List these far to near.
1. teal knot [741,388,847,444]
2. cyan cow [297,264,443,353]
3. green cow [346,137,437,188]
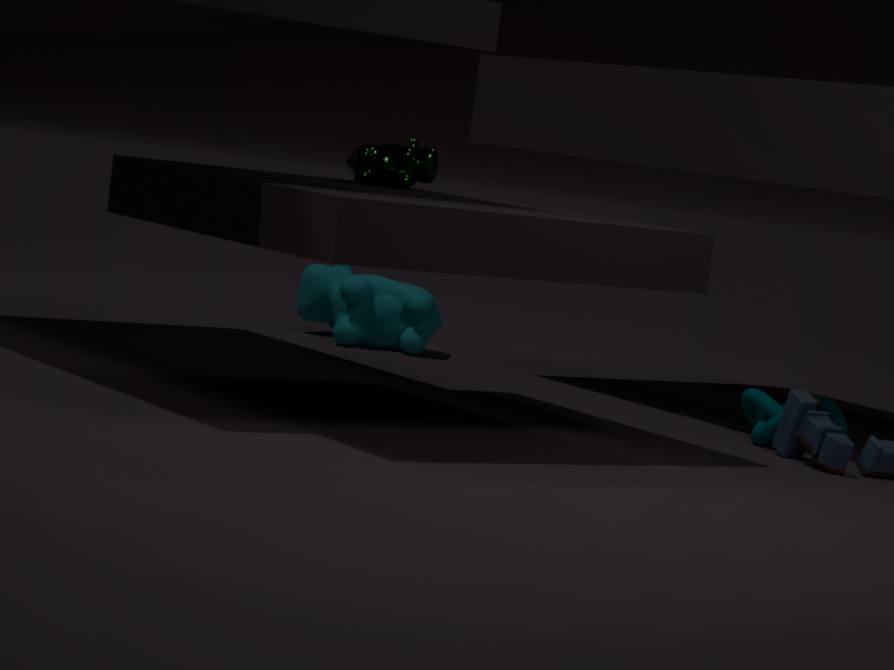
cyan cow [297,264,443,353], teal knot [741,388,847,444], green cow [346,137,437,188]
